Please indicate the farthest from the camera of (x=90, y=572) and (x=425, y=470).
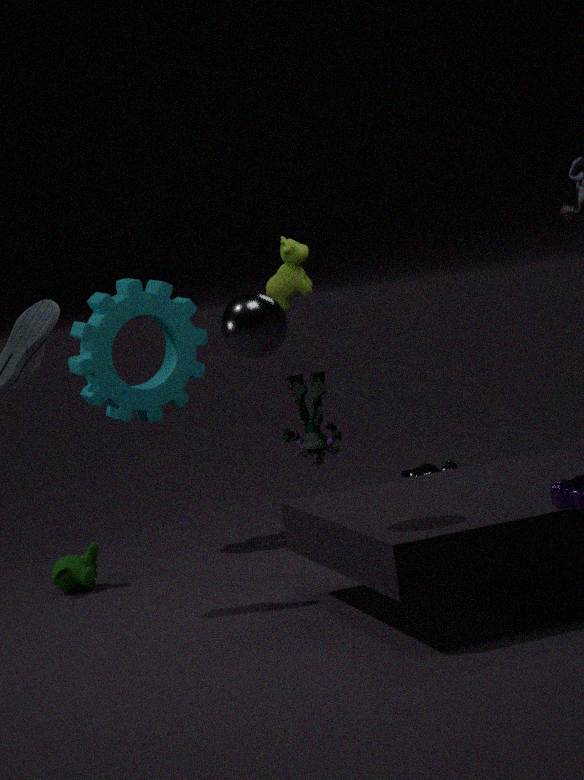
(x=425, y=470)
